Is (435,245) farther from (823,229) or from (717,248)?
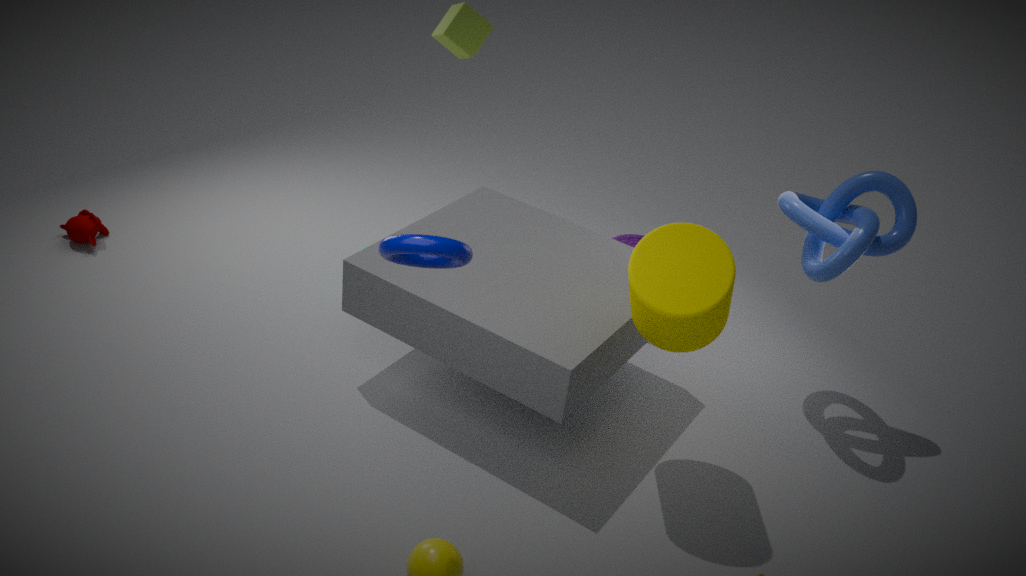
(823,229)
